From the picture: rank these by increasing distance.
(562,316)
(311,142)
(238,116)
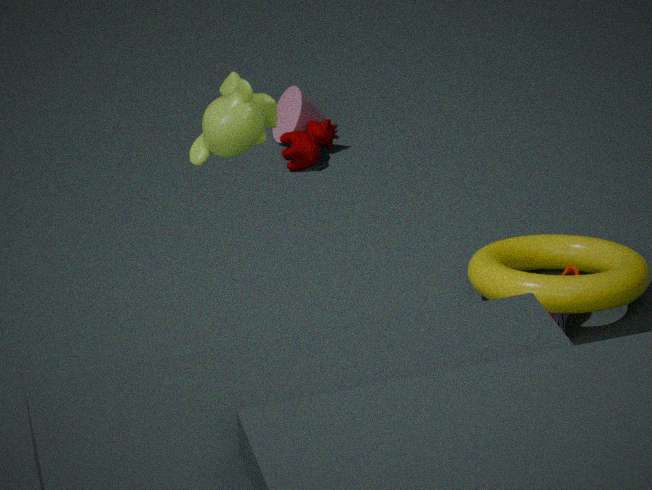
(238,116)
(562,316)
(311,142)
